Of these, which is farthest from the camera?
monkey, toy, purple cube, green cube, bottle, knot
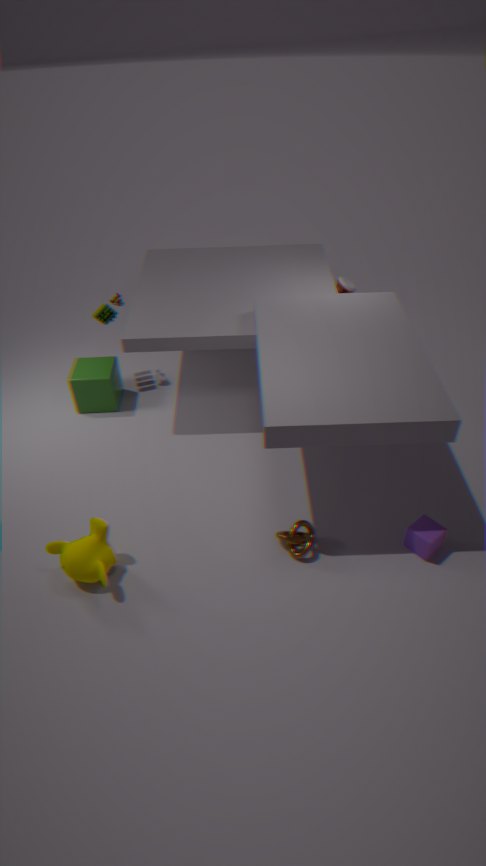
bottle
